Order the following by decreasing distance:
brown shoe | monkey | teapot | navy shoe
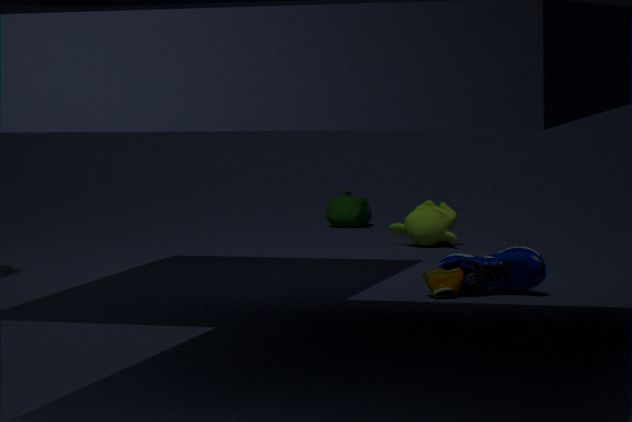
teapot
monkey
brown shoe
navy shoe
